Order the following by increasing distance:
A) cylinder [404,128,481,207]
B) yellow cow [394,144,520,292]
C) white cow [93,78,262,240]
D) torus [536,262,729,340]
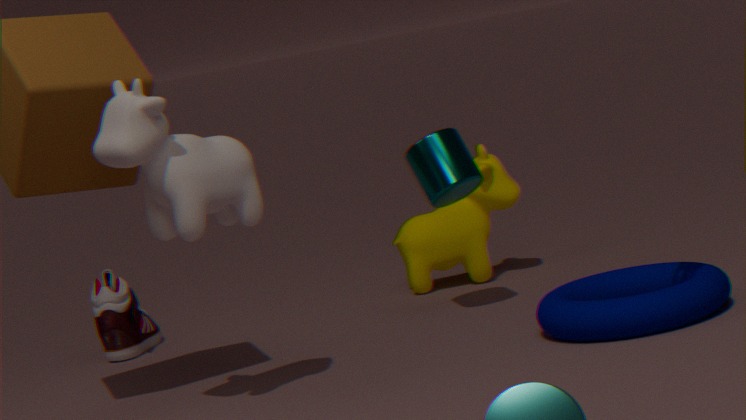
C. white cow [93,78,262,240] < D. torus [536,262,729,340] < A. cylinder [404,128,481,207] < B. yellow cow [394,144,520,292]
